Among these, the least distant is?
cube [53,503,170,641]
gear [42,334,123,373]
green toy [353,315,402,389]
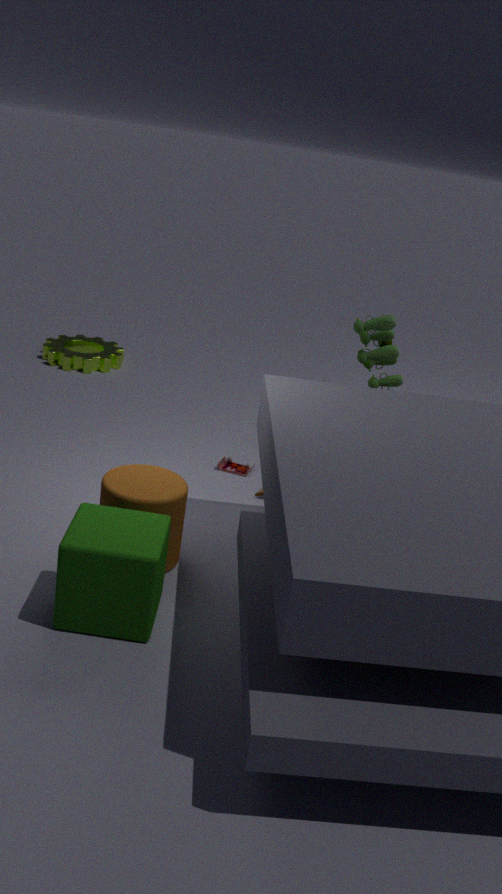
cube [53,503,170,641]
